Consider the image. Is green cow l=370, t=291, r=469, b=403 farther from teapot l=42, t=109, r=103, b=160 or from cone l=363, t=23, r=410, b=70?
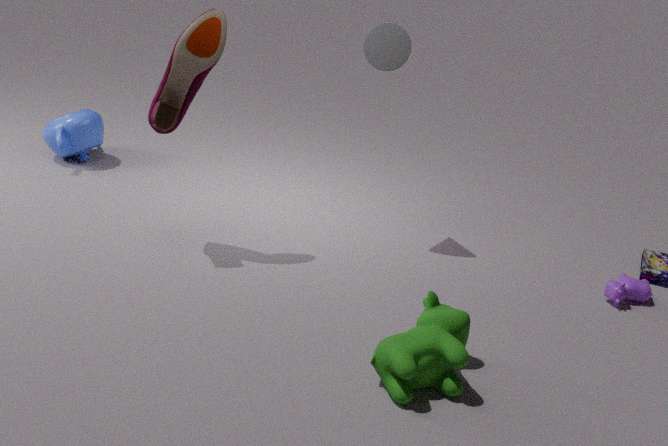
teapot l=42, t=109, r=103, b=160
